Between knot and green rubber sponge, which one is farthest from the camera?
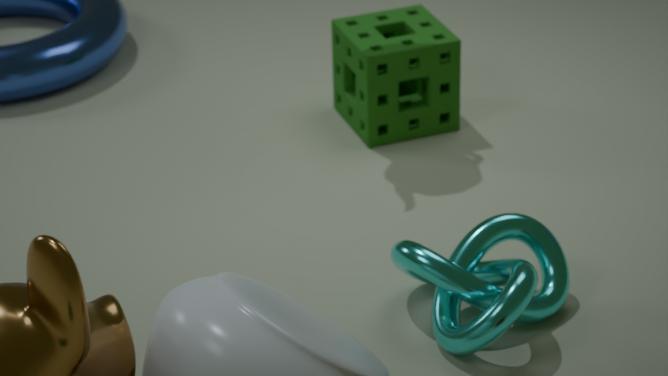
green rubber sponge
